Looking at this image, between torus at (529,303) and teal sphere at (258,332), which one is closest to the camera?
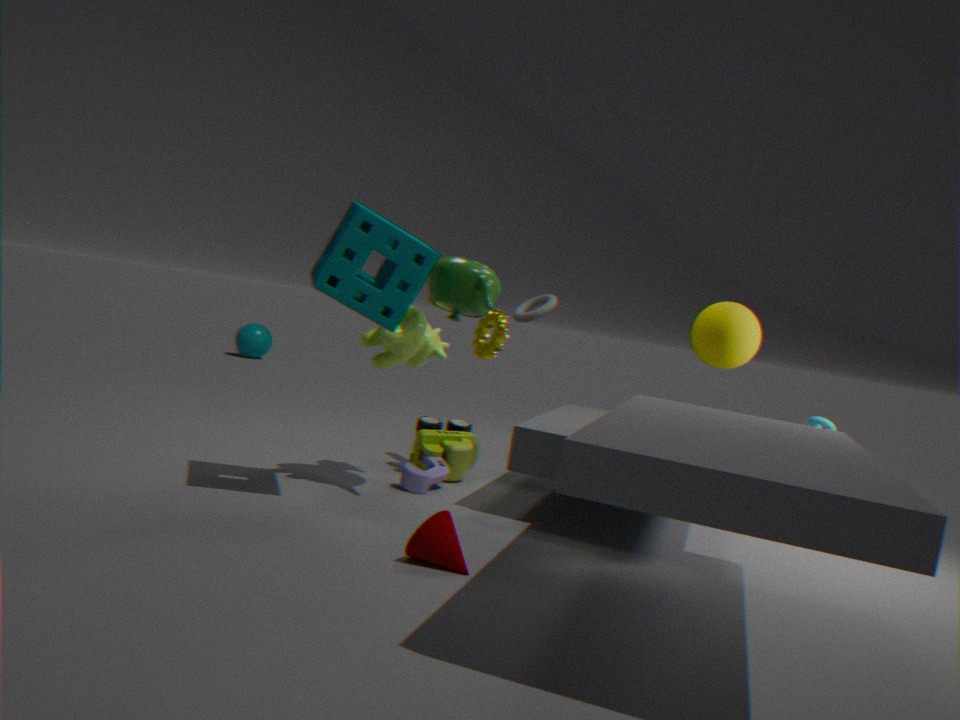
torus at (529,303)
